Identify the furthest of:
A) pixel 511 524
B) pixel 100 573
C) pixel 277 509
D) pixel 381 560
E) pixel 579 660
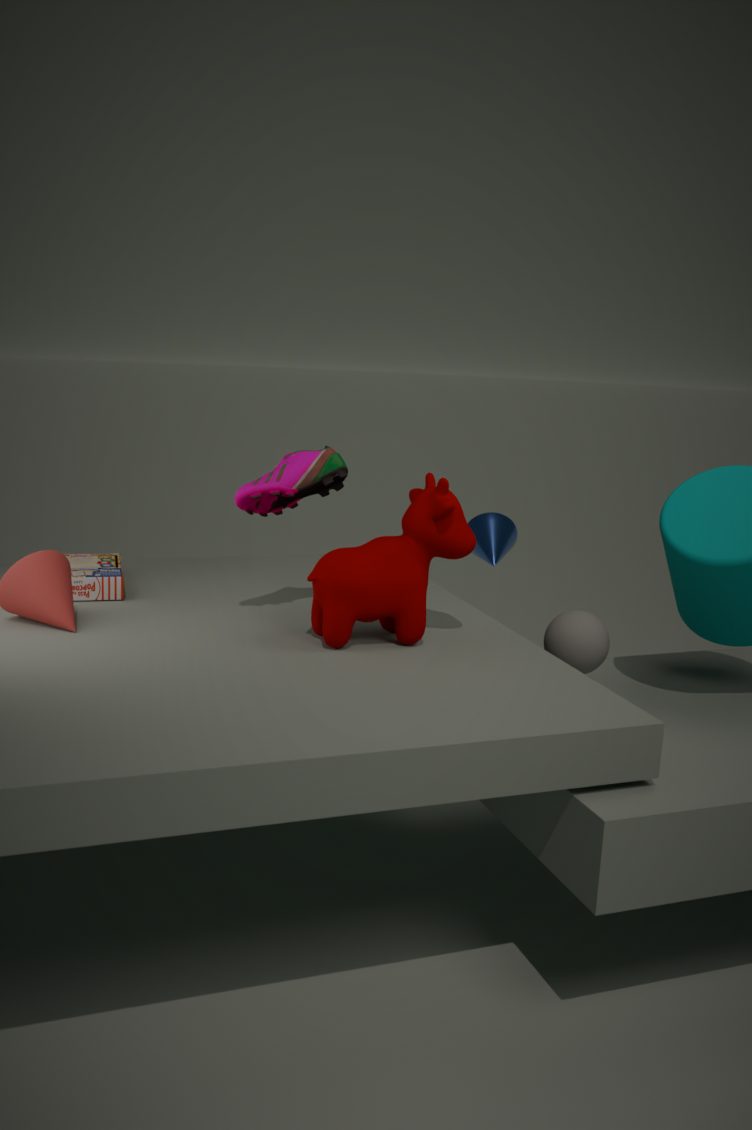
A. pixel 511 524
